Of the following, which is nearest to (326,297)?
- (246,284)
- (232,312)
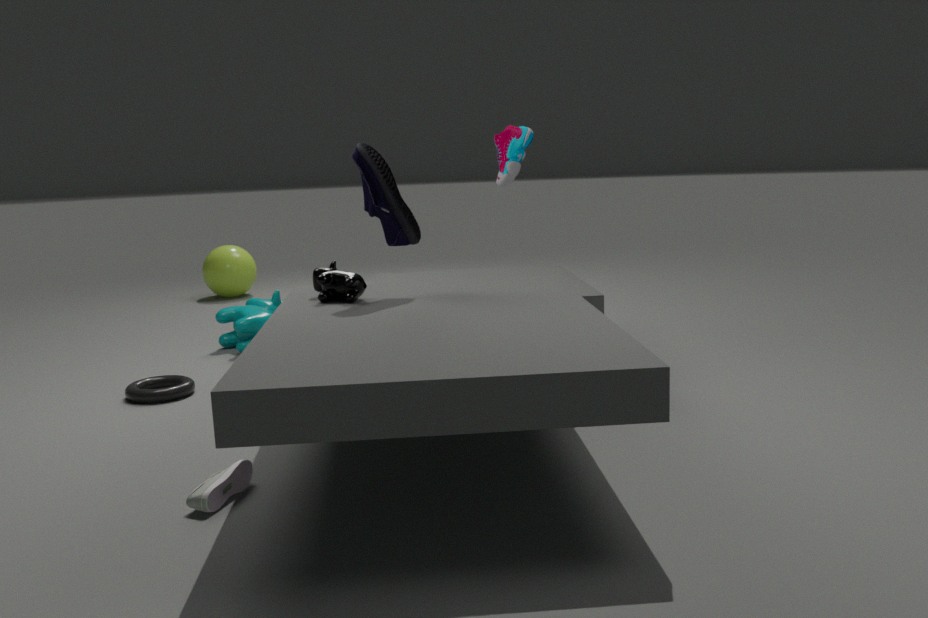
(232,312)
